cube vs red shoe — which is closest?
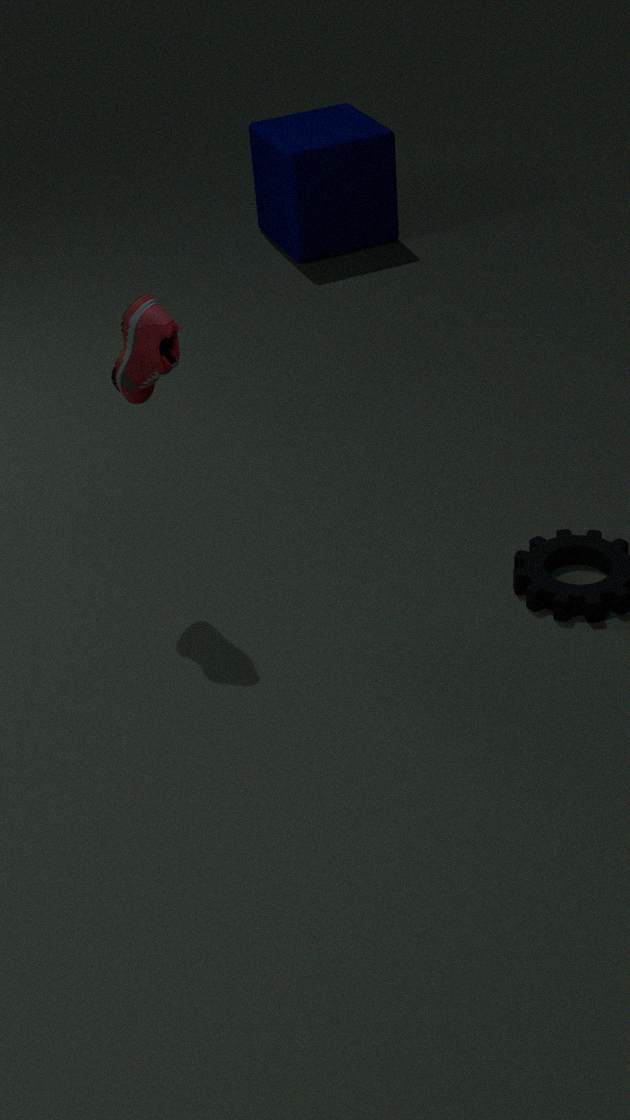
red shoe
